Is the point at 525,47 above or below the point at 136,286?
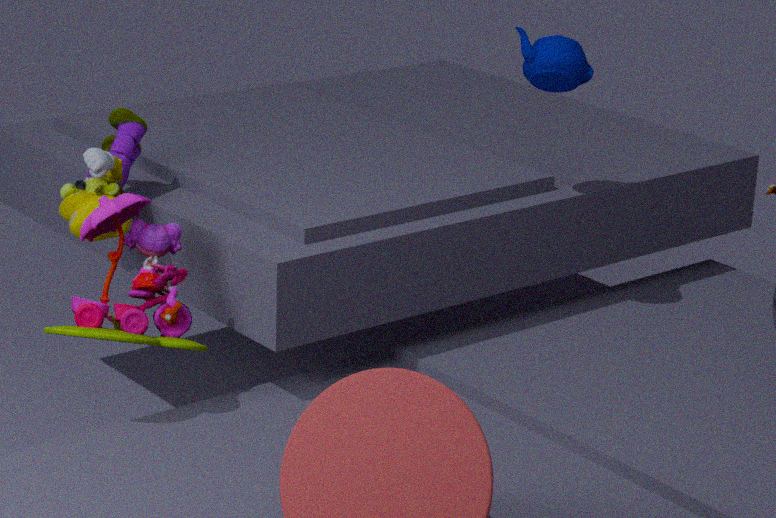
above
